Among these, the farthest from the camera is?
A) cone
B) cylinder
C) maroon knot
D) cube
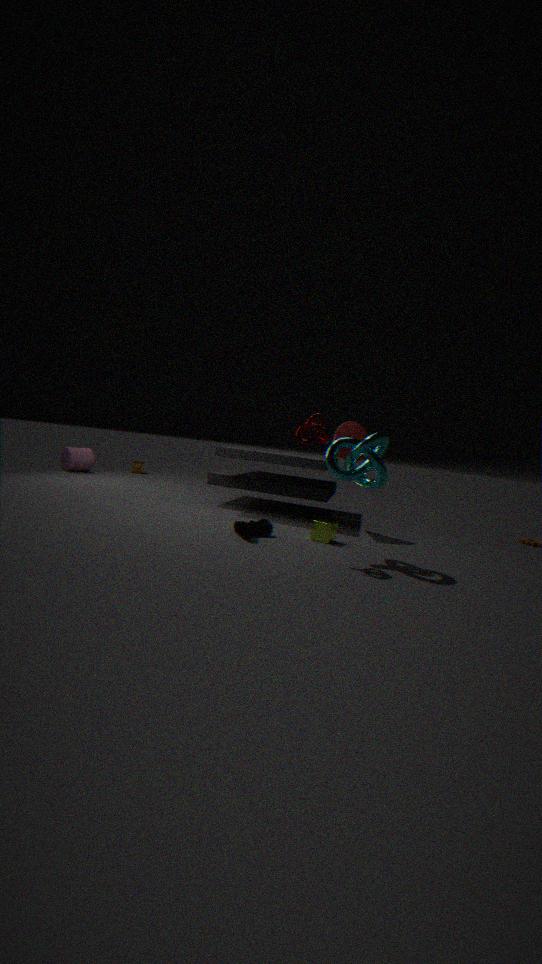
cylinder
